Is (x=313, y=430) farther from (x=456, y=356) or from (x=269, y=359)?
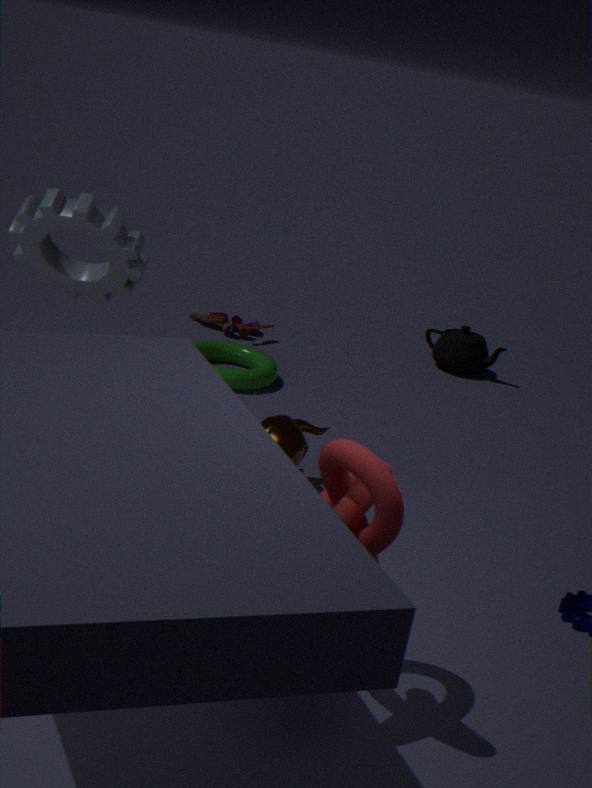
(x=456, y=356)
